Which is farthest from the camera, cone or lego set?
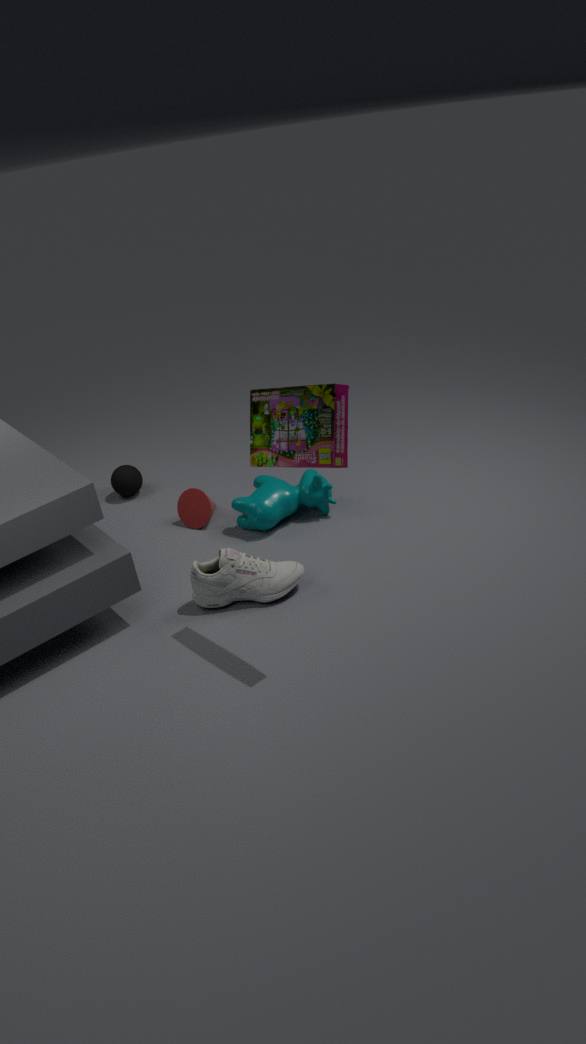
cone
